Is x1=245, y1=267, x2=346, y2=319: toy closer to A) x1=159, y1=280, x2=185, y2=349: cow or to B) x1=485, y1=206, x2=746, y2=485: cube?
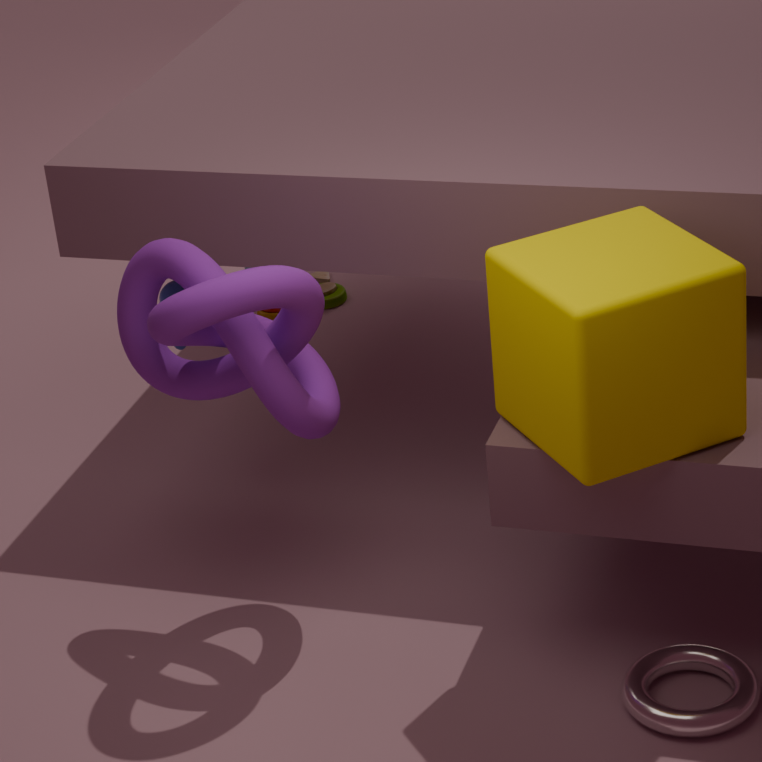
A) x1=159, y1=280, x2=185, y2=349: cow
